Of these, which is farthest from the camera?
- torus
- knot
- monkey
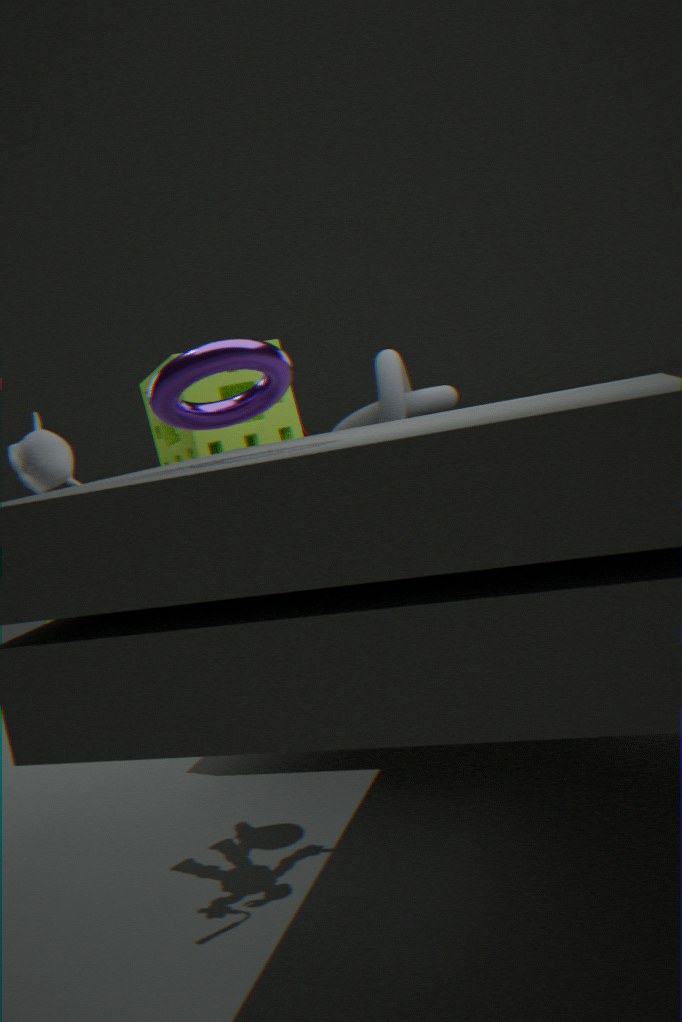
knot
